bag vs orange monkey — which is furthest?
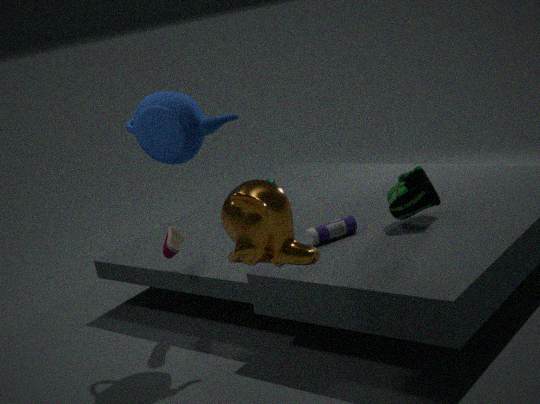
bag
